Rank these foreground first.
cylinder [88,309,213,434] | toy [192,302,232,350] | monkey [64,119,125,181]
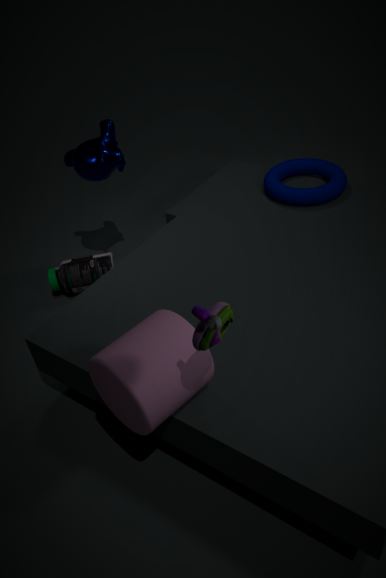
toy [192,302,232,350] < cylinder [88,309,213,434] < monkey [64,119,125,181]
